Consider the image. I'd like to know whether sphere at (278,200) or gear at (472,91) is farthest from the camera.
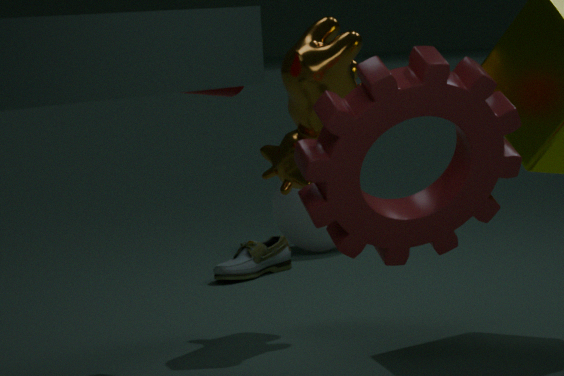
sphere at (278,200)
